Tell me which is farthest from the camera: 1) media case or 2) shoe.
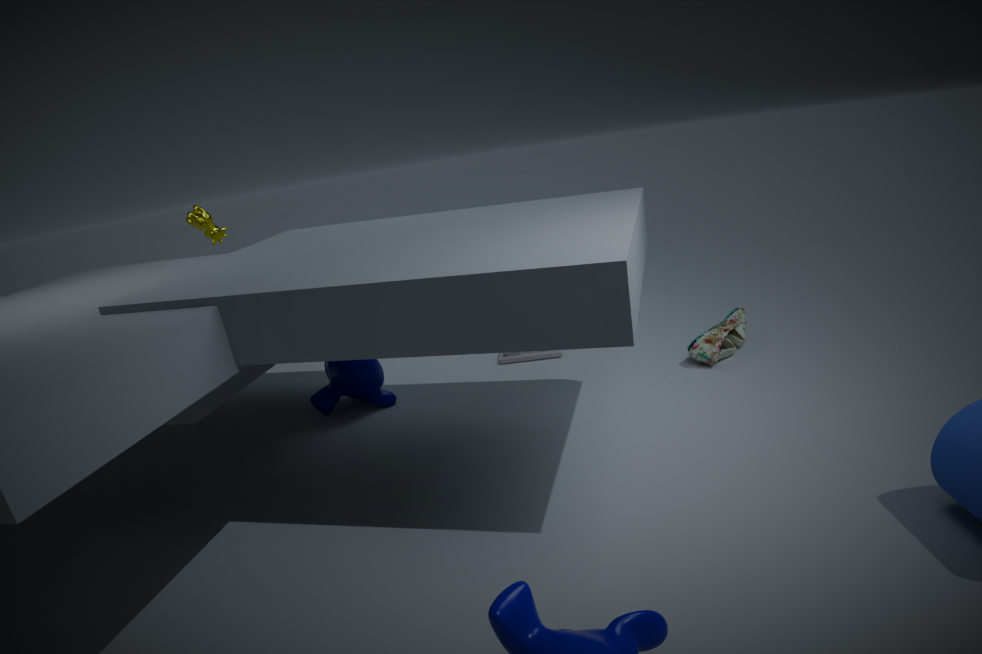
1. media case
